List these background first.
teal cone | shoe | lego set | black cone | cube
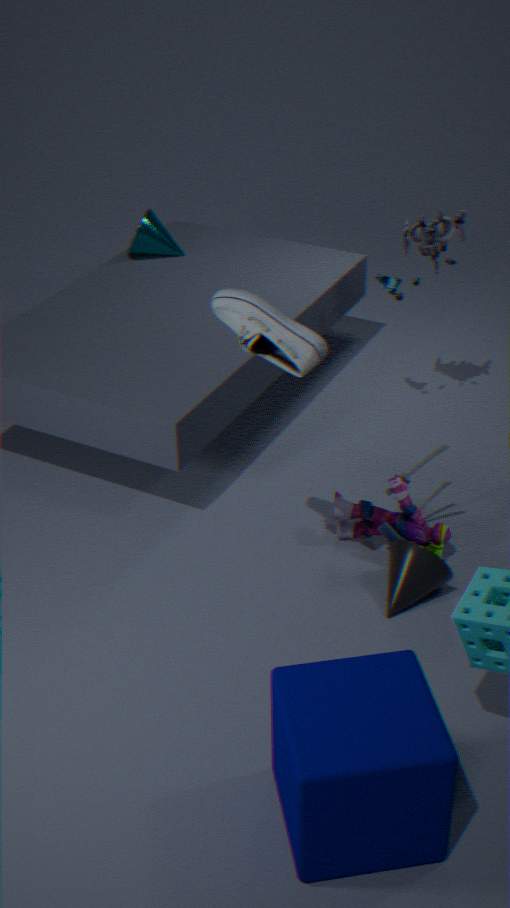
teal cone → lego set → black cone → shoe → cube
